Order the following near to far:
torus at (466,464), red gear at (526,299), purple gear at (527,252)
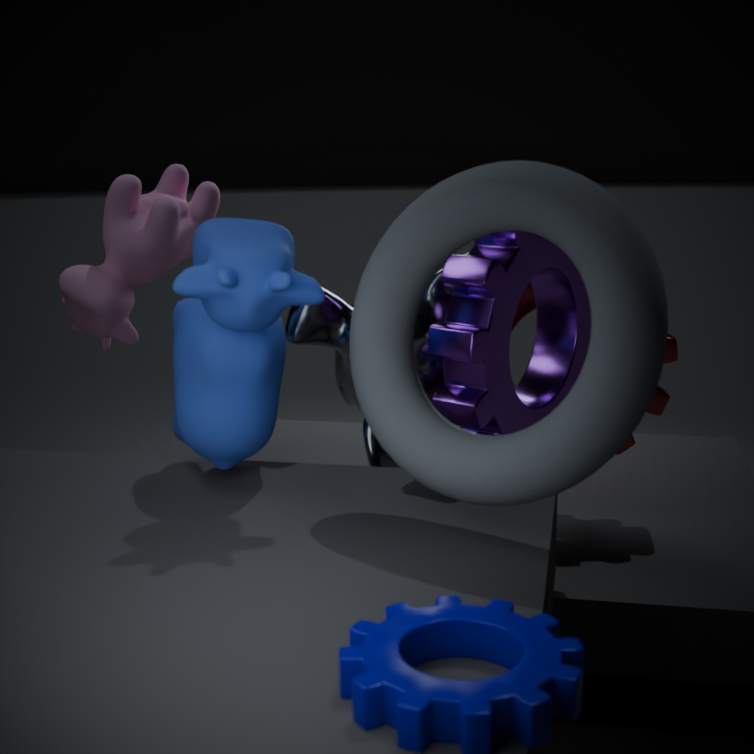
torus at (466,464), purple gear at (527,252), red gear at (526,299)
